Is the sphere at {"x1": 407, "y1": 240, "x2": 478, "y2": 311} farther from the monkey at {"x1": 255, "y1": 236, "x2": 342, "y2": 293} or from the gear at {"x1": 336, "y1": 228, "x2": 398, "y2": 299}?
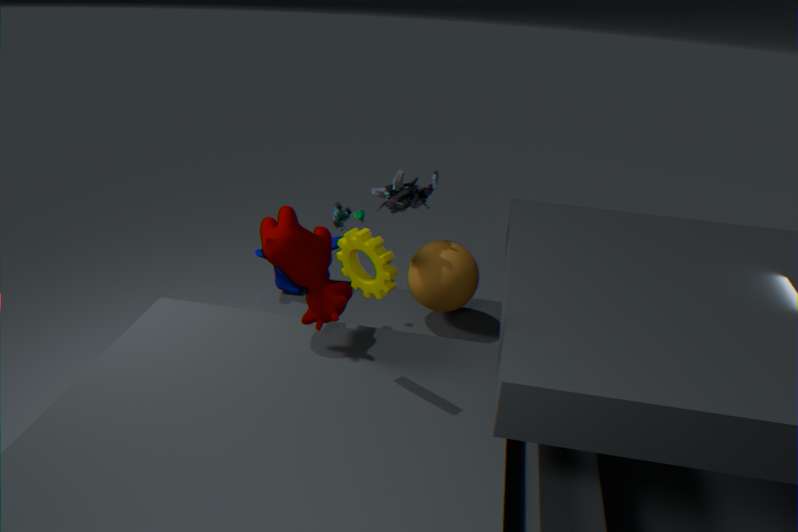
the gear at {"x1": 336, "y1": 228, "x2": 398, "y2": 299}
